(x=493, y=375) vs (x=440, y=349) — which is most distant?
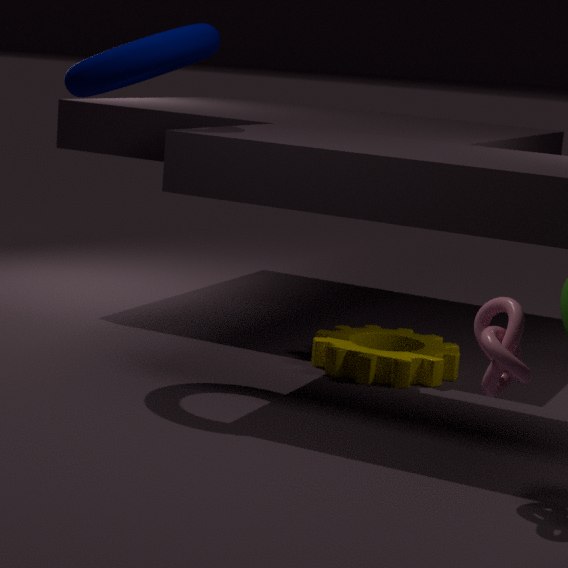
(x=440, y=349)
